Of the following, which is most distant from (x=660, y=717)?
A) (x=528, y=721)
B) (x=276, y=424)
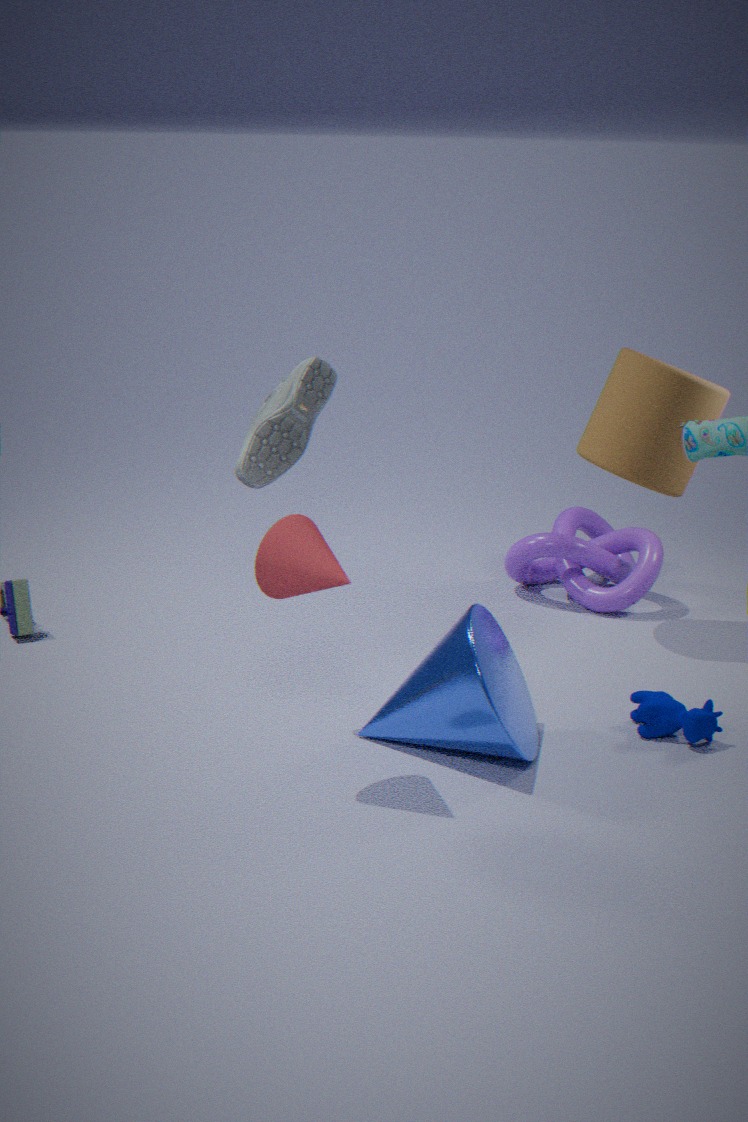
(x=276, y=424)
